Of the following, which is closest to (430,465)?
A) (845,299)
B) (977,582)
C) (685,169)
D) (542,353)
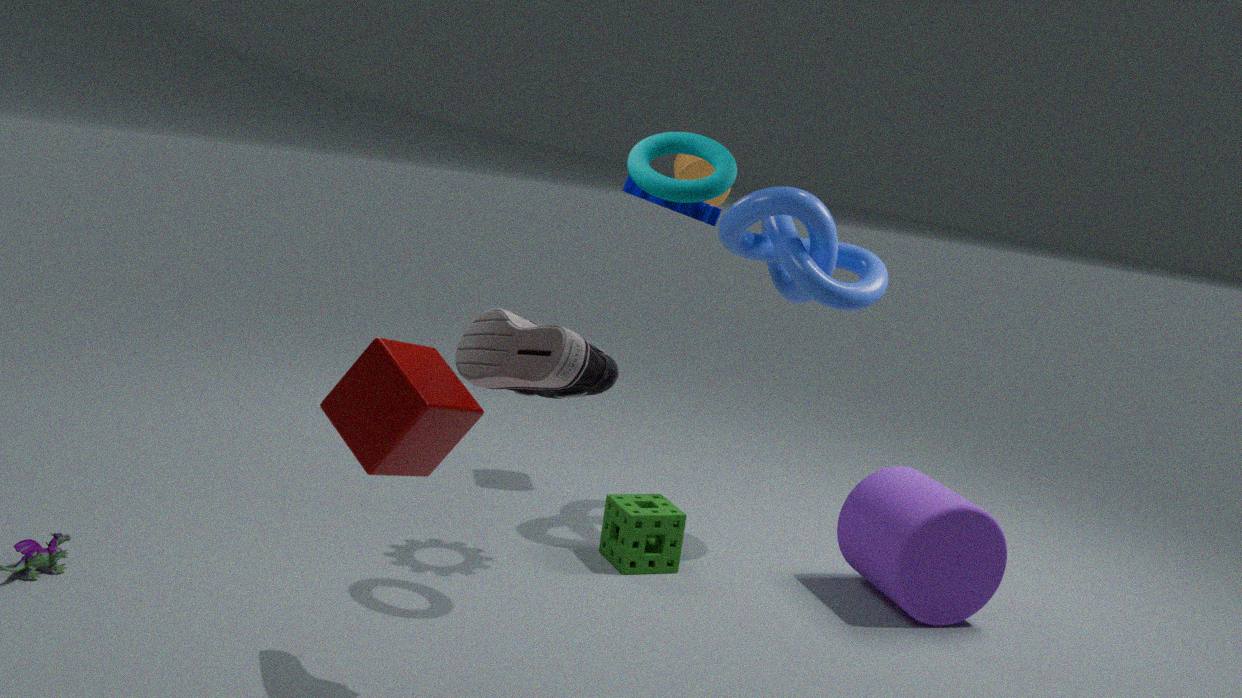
(542,353)
